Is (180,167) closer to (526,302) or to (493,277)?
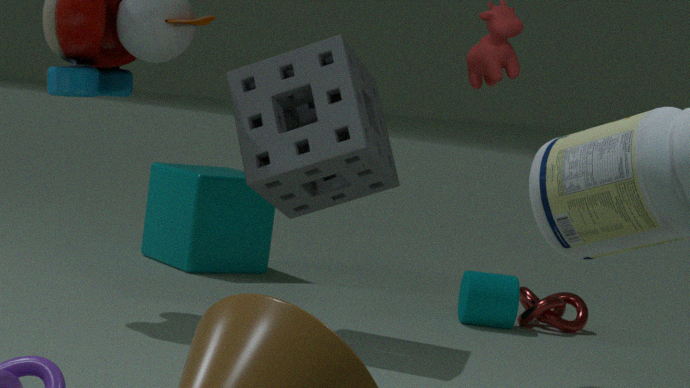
(493,277)
